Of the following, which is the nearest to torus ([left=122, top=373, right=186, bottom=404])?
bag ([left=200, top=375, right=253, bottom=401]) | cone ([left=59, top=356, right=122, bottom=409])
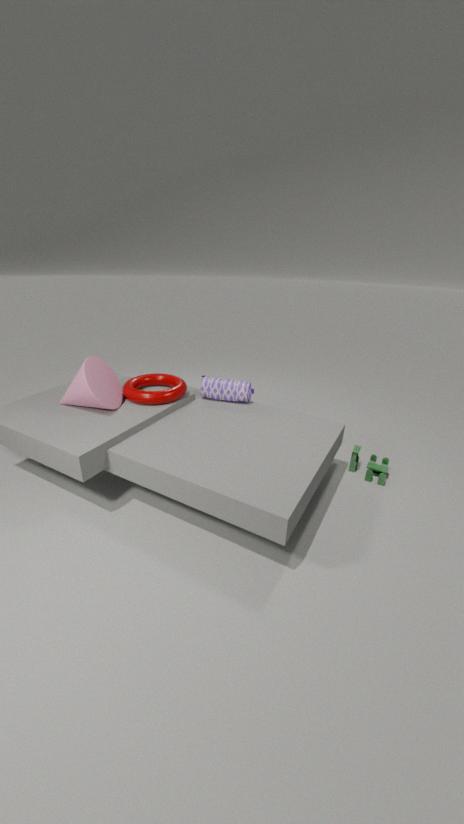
cone ([left=59, top=356, right=122, bottom=409])
